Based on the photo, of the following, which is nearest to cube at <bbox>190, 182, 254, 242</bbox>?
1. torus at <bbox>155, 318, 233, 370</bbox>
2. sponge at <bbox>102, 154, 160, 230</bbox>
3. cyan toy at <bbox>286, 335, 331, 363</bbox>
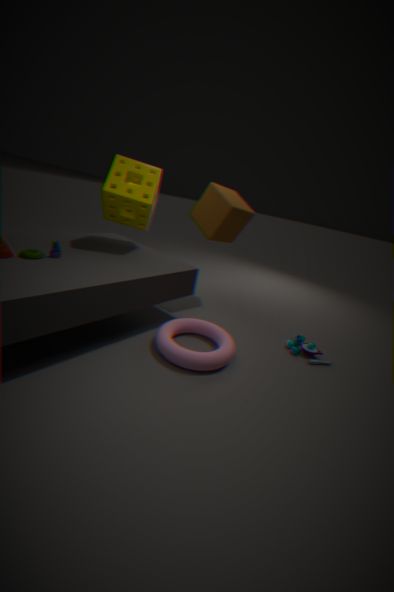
sponge at <bbox>102, 154, 160, 230</bbox>
